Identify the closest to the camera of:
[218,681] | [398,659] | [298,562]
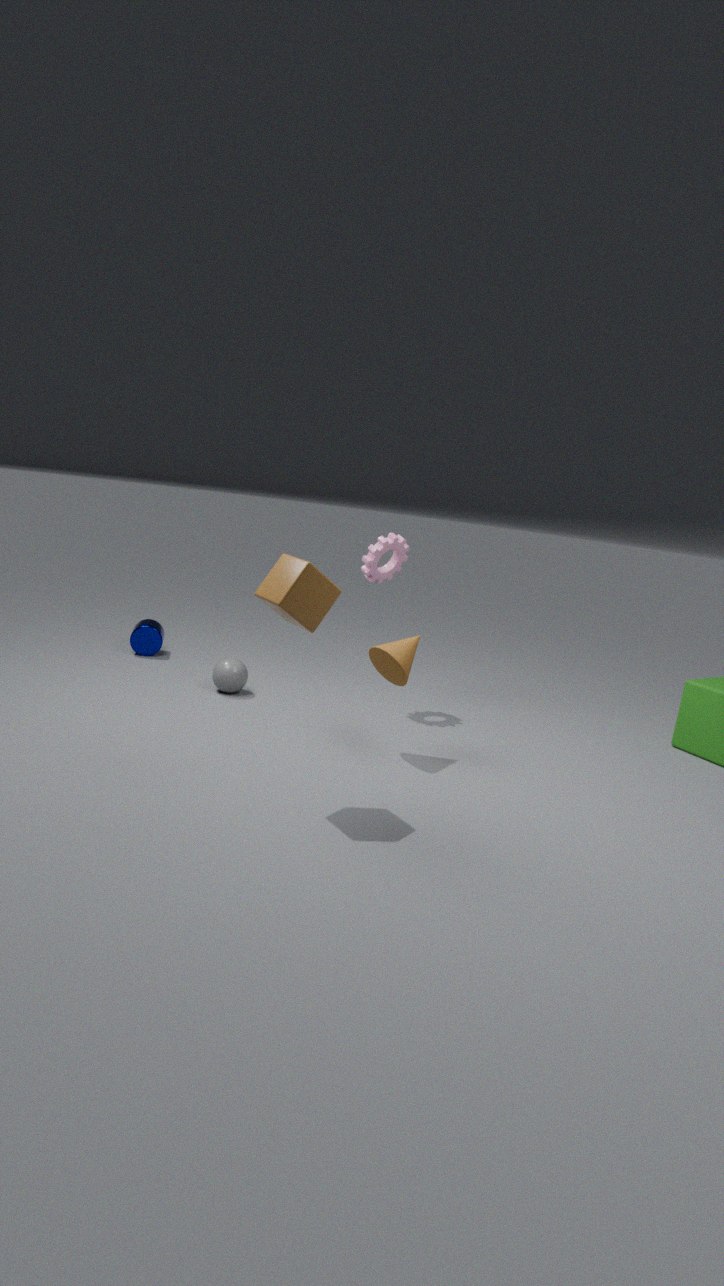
[298,562]
